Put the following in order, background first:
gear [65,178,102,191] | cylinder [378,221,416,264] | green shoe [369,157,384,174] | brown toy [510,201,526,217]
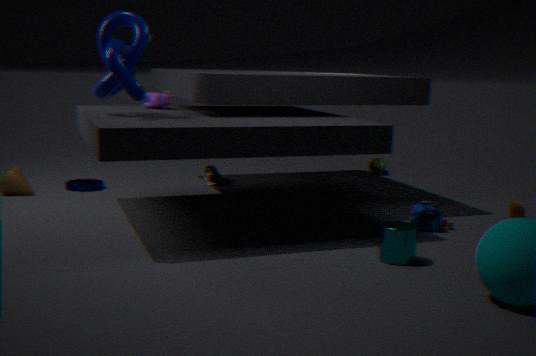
green shoe [369,157,384,174], gear [65,178,102,191], brown toy [510,201,526,217], cylinder [378,221,416,264]
